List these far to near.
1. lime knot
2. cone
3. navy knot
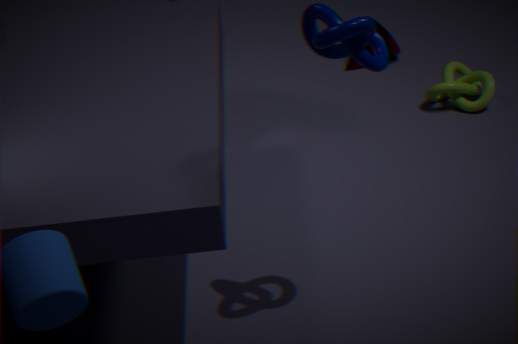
cone
lime knot
navy knot
